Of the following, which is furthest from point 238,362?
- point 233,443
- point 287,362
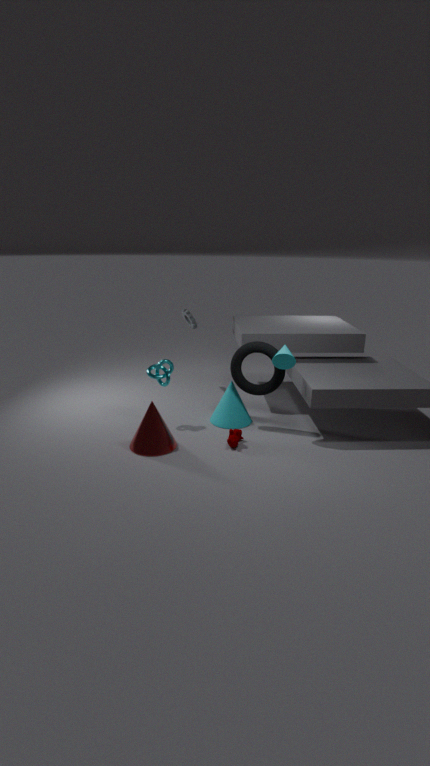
point 233,443
